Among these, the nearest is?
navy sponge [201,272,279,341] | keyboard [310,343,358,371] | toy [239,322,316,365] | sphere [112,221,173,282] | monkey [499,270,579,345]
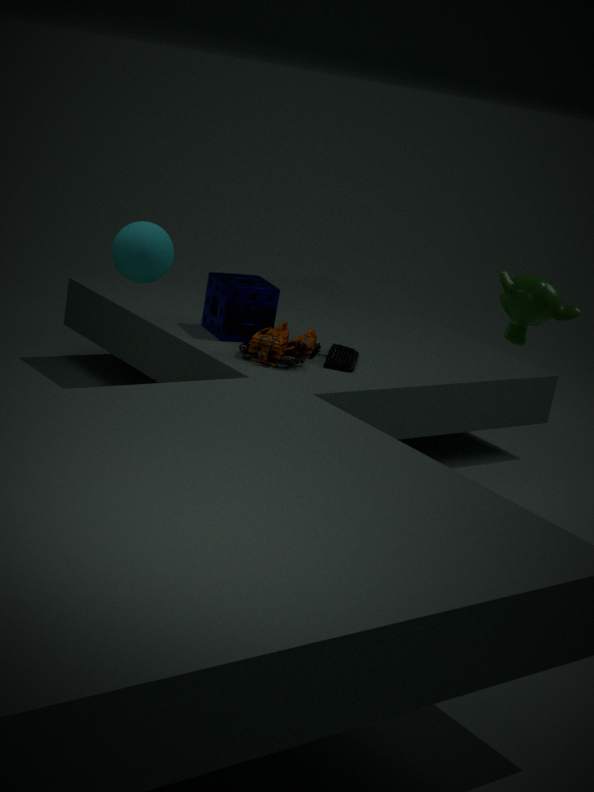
monkey [499,270,579,345]
